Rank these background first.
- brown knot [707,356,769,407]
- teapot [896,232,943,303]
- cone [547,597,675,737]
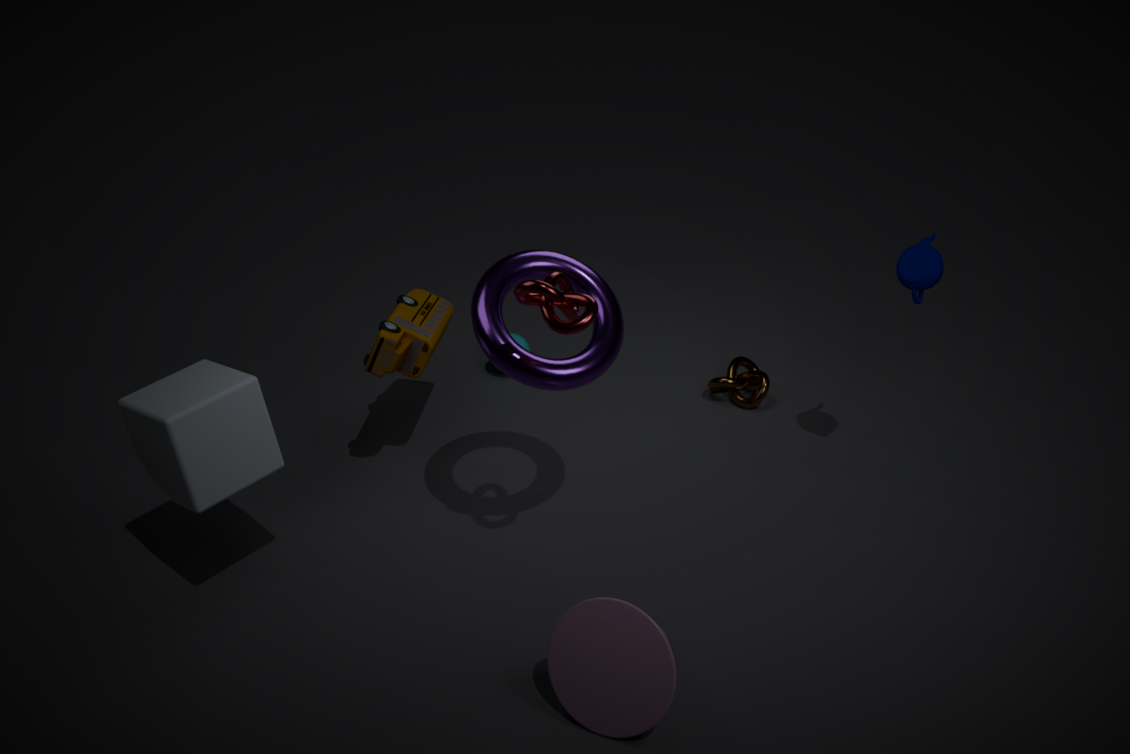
1. brown knot [707,356,769,407]
2. teapot [896,232,943,303]
3. cone [547,597,675,737]
